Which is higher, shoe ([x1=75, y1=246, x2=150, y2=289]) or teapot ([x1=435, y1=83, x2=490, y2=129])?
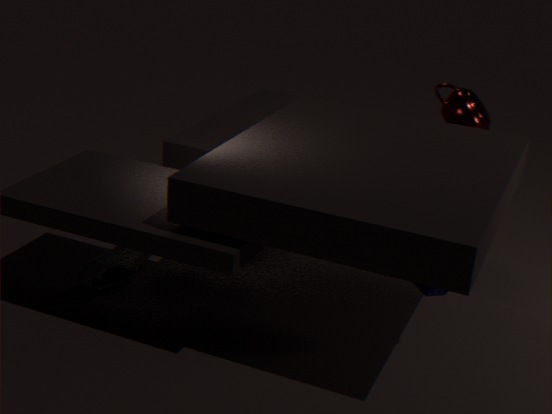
teapot ([x1=435, y1=83, x2=490, y2=129])
